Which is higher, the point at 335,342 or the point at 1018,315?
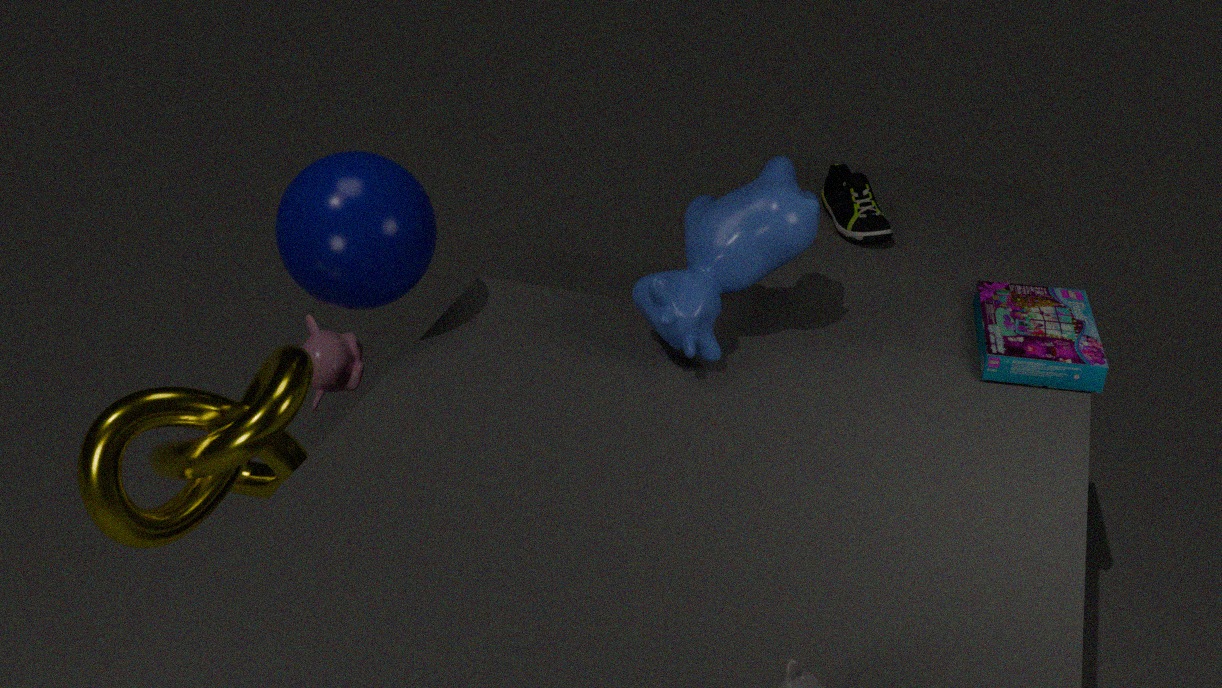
the point at 1018,315
